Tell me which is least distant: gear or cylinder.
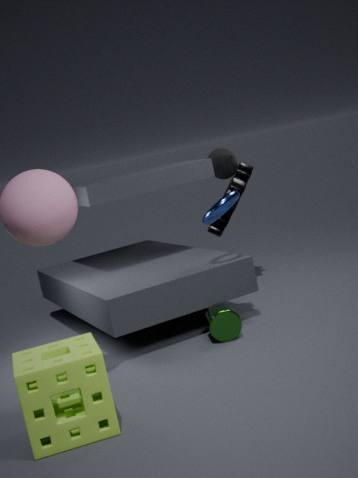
cylinder
